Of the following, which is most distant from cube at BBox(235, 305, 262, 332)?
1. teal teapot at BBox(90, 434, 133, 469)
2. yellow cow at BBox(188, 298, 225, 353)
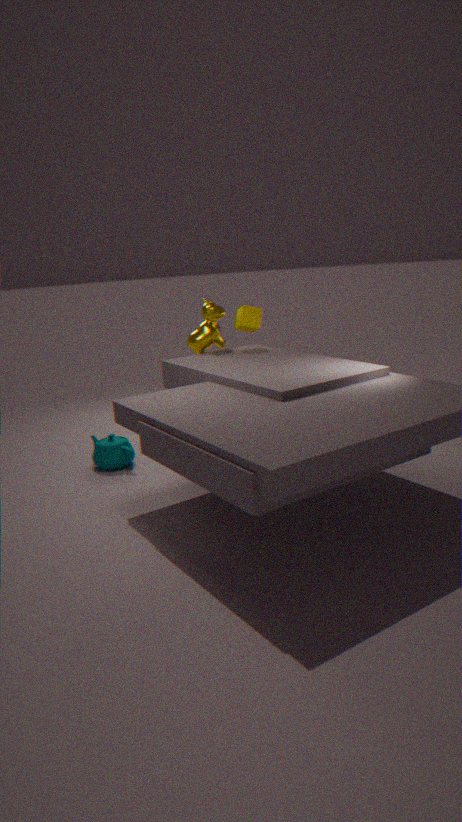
teal teapot at BBox(90, 434, 133, 469)
